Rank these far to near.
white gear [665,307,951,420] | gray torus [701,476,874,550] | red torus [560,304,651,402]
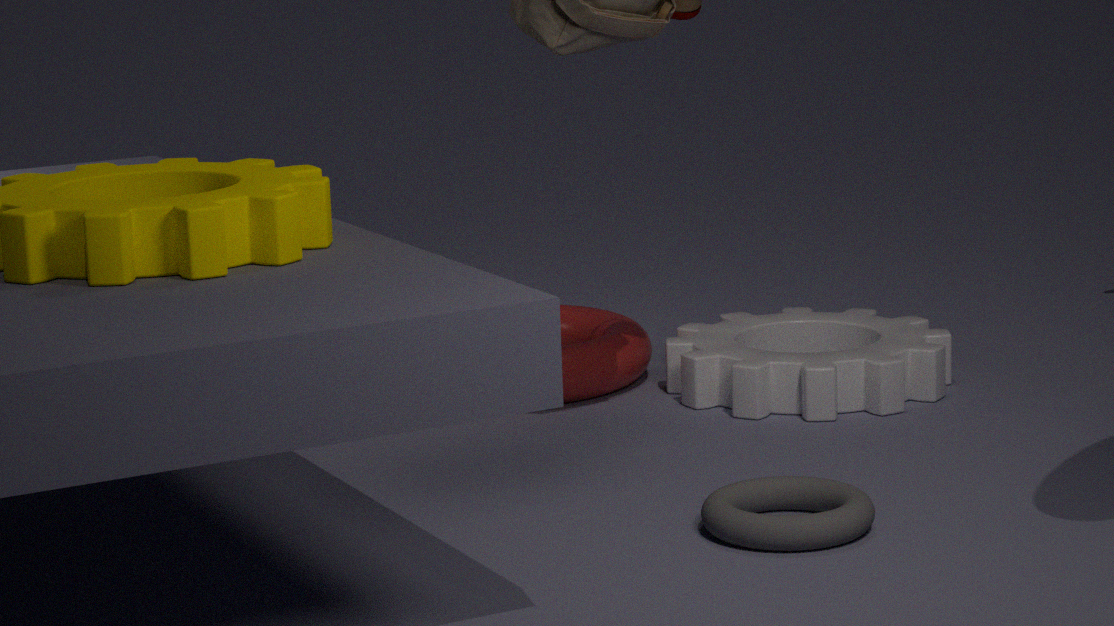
red torus [560,304,651,402] → white gear [665,307,951,420] → gray torus [701,476,874,550]
